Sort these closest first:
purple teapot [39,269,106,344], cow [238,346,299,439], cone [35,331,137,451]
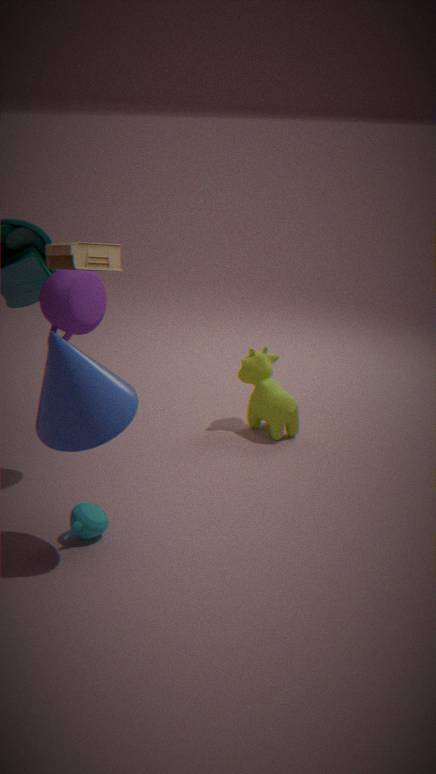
cone [35,331,137,451]
purple teapot [39,269,106,344]
cow [238,346,299,439]
